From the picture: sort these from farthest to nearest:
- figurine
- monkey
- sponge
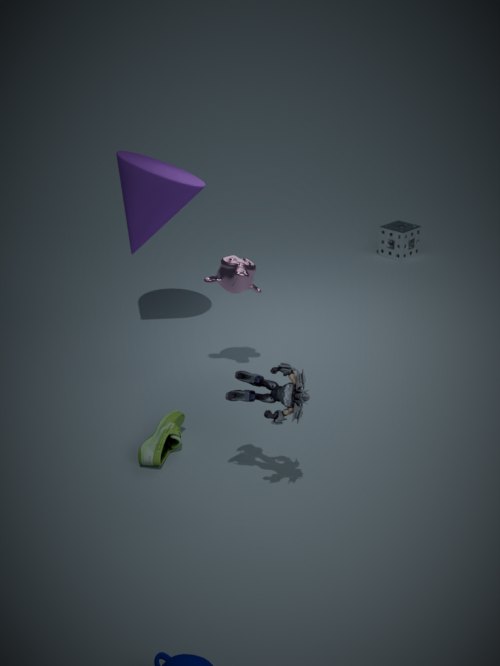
sponge < monkey < figurine
